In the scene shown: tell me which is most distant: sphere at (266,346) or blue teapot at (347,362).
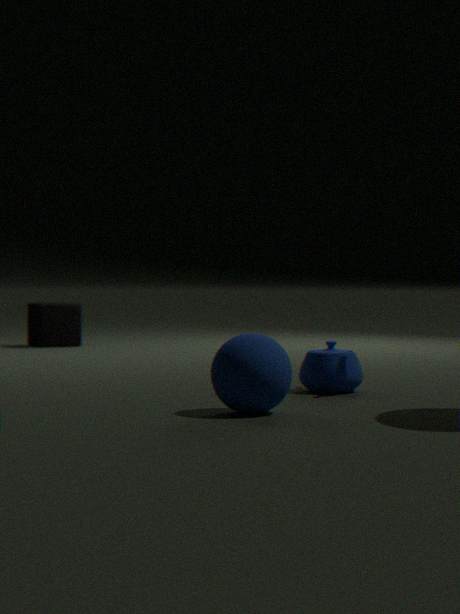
blue teapot at (347,362)
